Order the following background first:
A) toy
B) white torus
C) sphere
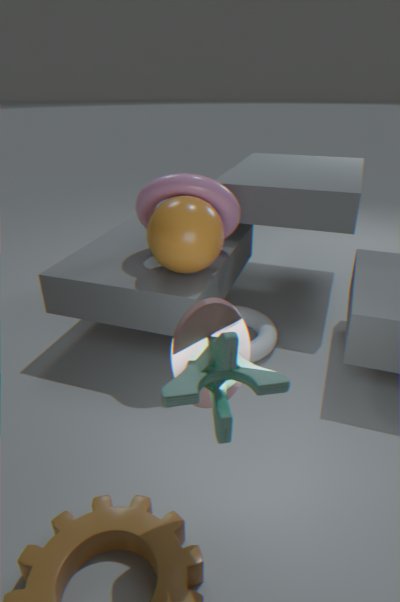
1. white torus
2. sphere
3. toy
